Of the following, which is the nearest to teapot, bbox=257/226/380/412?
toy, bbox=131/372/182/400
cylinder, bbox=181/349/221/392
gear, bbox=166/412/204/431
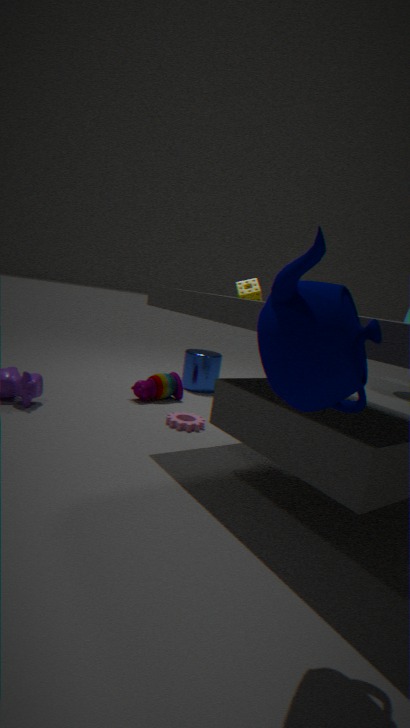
gear, bbox=166/412/204/431
